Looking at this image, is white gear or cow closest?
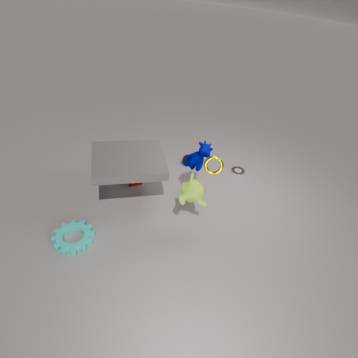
cow
